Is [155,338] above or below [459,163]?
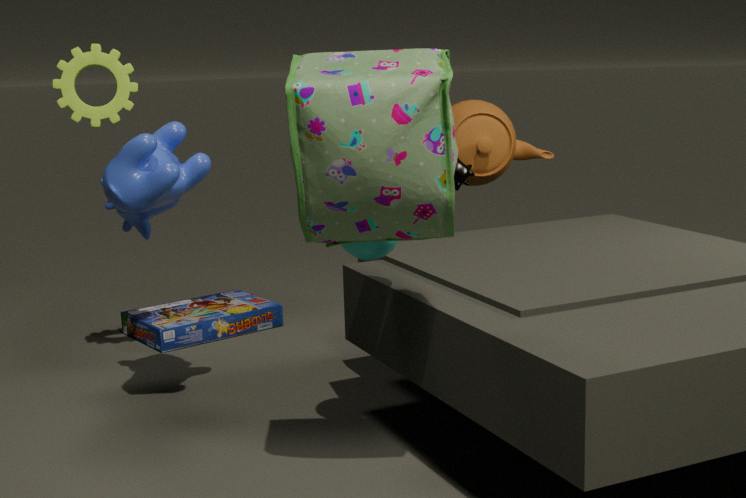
below
